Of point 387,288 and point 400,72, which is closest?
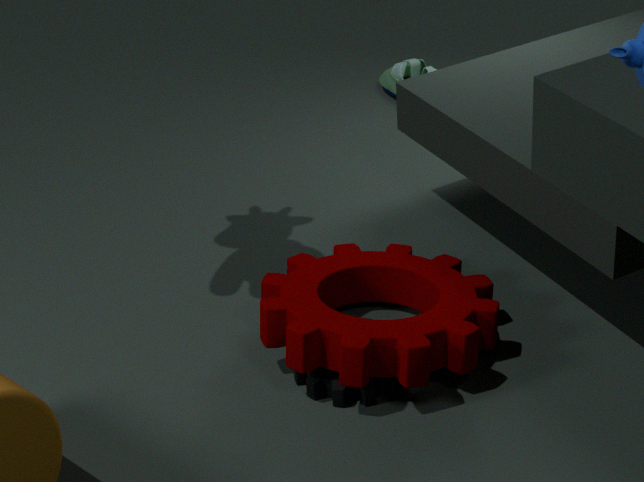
point 387,288
